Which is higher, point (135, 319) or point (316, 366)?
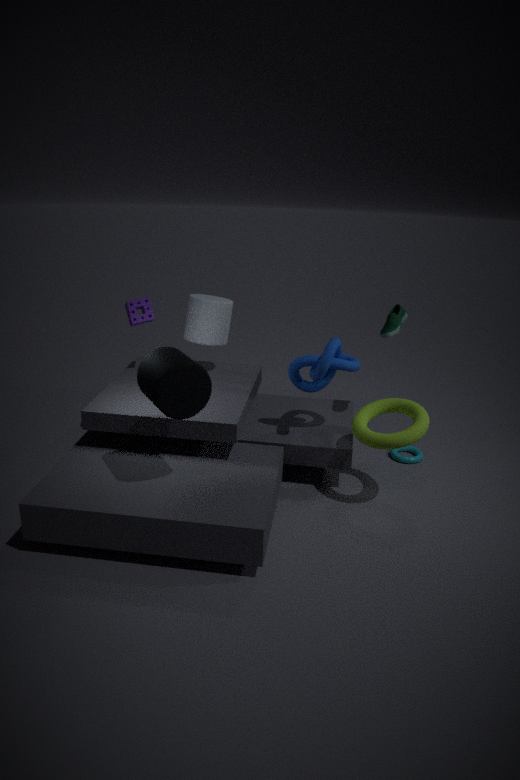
point (135, 319)
